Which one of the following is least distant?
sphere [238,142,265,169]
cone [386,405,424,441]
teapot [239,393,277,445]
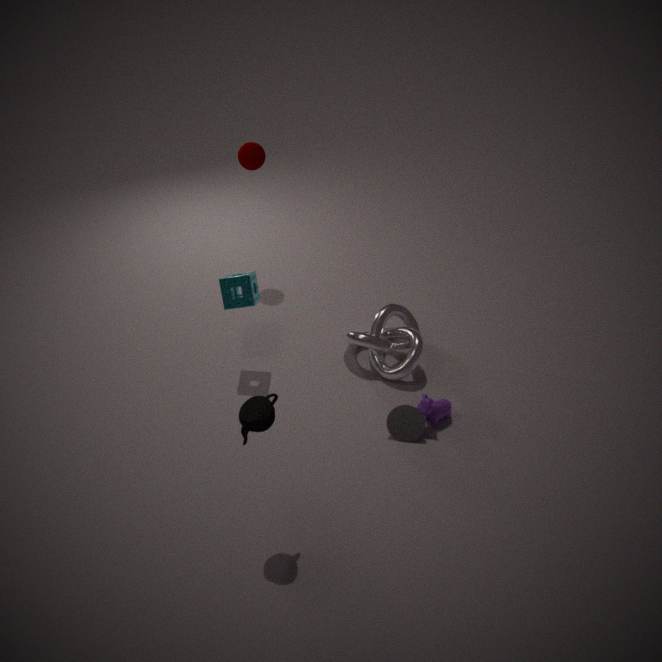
teapot [239,393,277,445]
